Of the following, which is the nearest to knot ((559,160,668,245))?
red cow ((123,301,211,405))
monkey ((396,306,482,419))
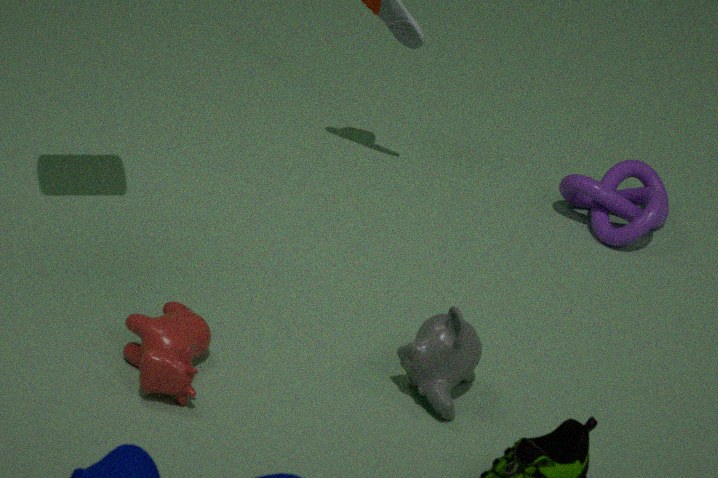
monkey ((396,306,482,419))
